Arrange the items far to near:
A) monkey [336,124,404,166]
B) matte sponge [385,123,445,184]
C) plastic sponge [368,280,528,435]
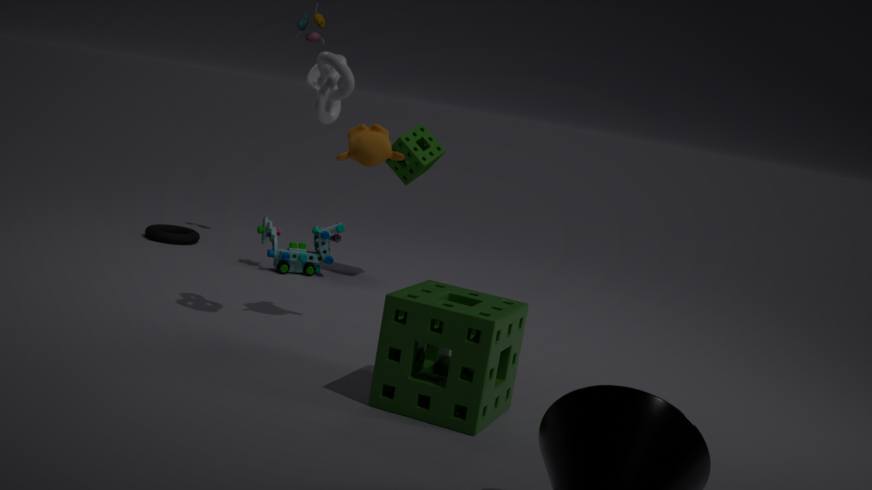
matte sponge [385,123,445,184], monkey [336,124,404,166], plastic sponge [368,280,528,435]
